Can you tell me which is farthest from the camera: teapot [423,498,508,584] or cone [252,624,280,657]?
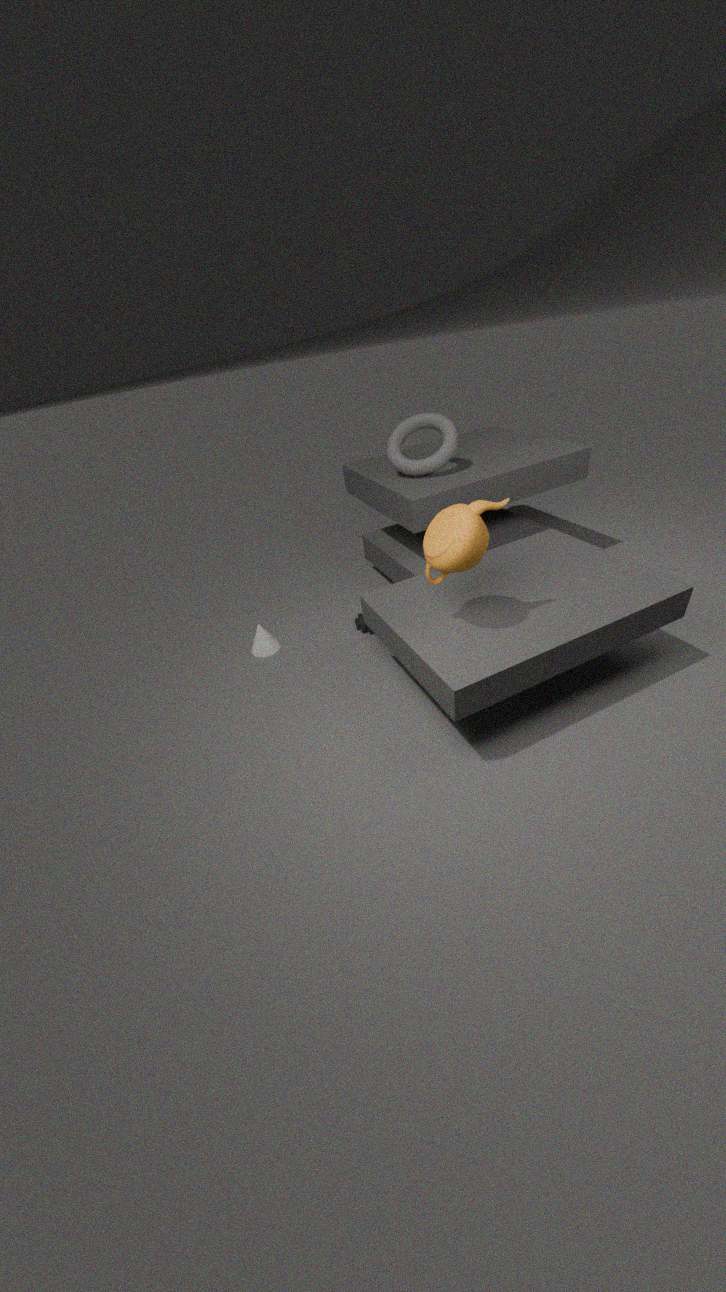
cone [252,624,280,657]
